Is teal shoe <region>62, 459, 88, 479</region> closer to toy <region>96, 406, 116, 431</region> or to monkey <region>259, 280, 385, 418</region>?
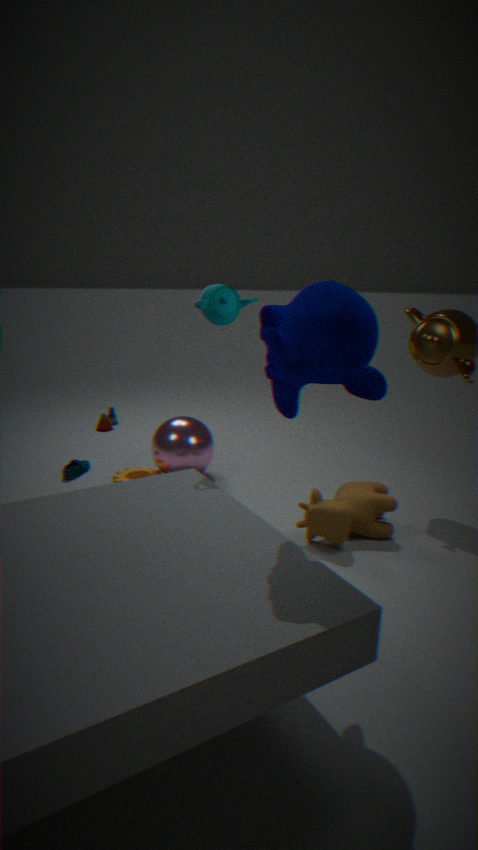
toy <region>96, 406, 116, 431</region>
